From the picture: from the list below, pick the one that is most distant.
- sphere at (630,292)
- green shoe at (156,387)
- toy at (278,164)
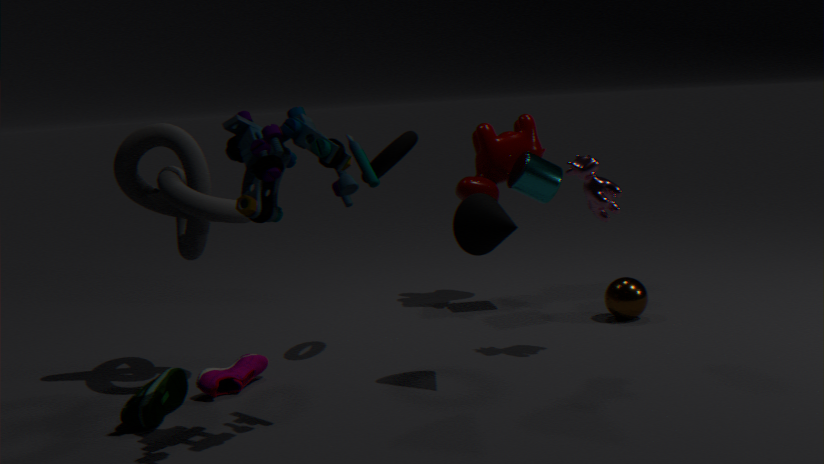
sphere at (630,292)
